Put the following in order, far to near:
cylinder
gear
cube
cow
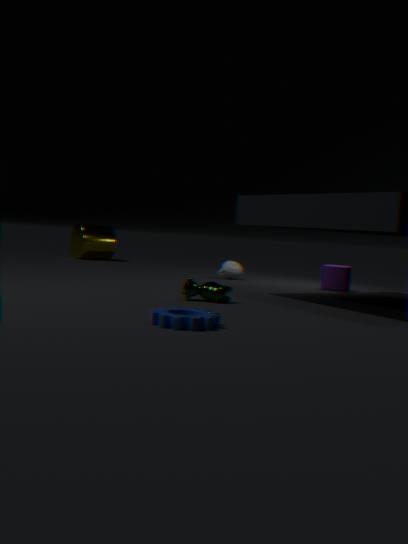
cylinder, cube, cow, gear
